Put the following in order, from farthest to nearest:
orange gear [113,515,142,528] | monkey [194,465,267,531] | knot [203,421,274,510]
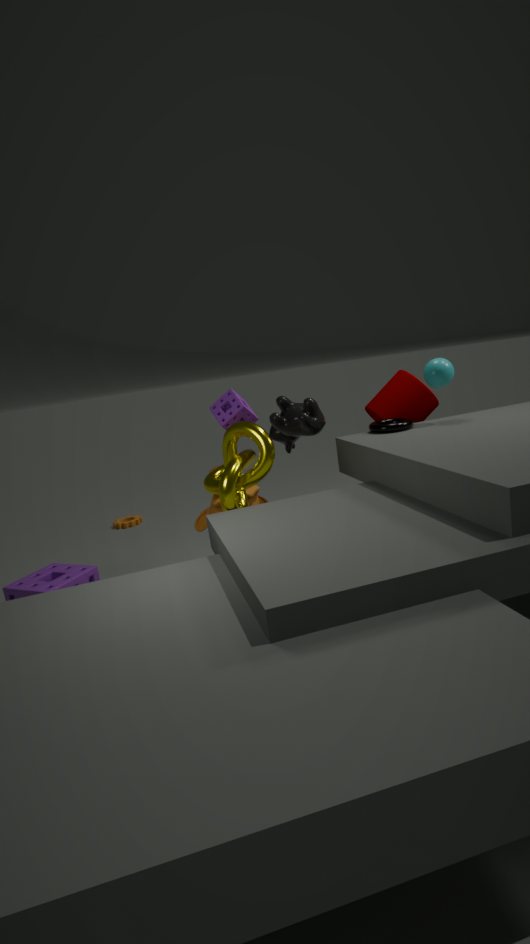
1. orange gear [113,515,142,528]
2. monkey [194,465,267,531]
3. knot [203,421,274,510]
